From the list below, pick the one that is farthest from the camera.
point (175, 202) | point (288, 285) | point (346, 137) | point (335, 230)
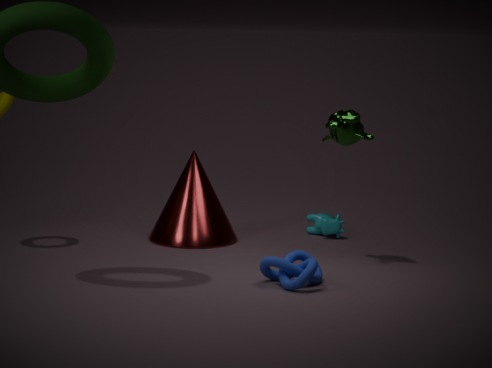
point (335, 230)
